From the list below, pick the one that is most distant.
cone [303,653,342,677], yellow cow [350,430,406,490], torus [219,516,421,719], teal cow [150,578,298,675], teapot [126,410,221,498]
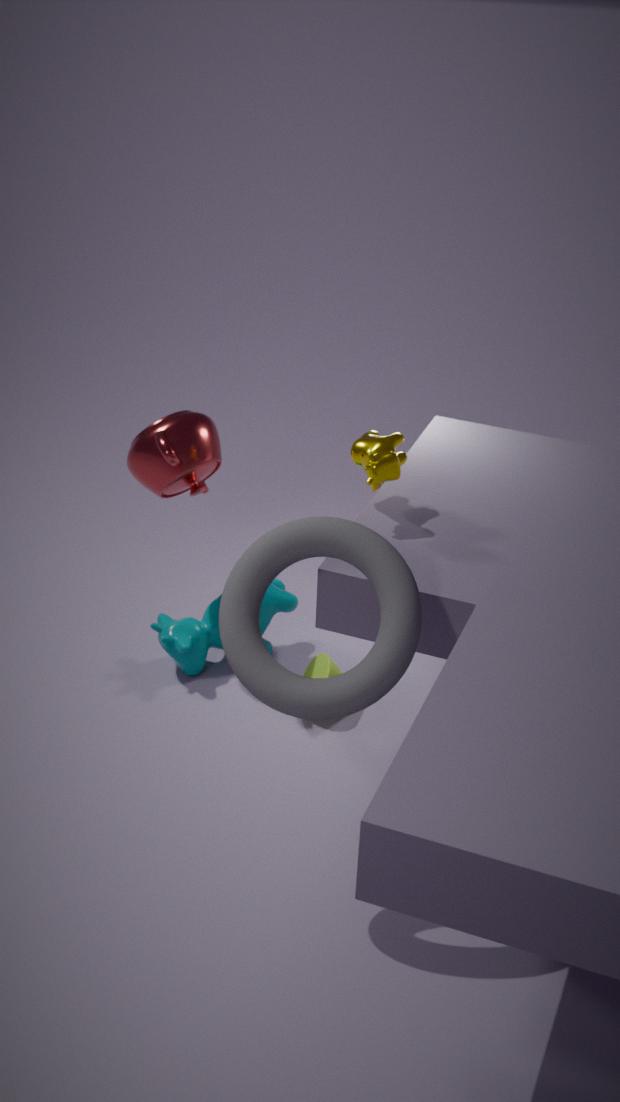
teal cow [150,578,298,675]
